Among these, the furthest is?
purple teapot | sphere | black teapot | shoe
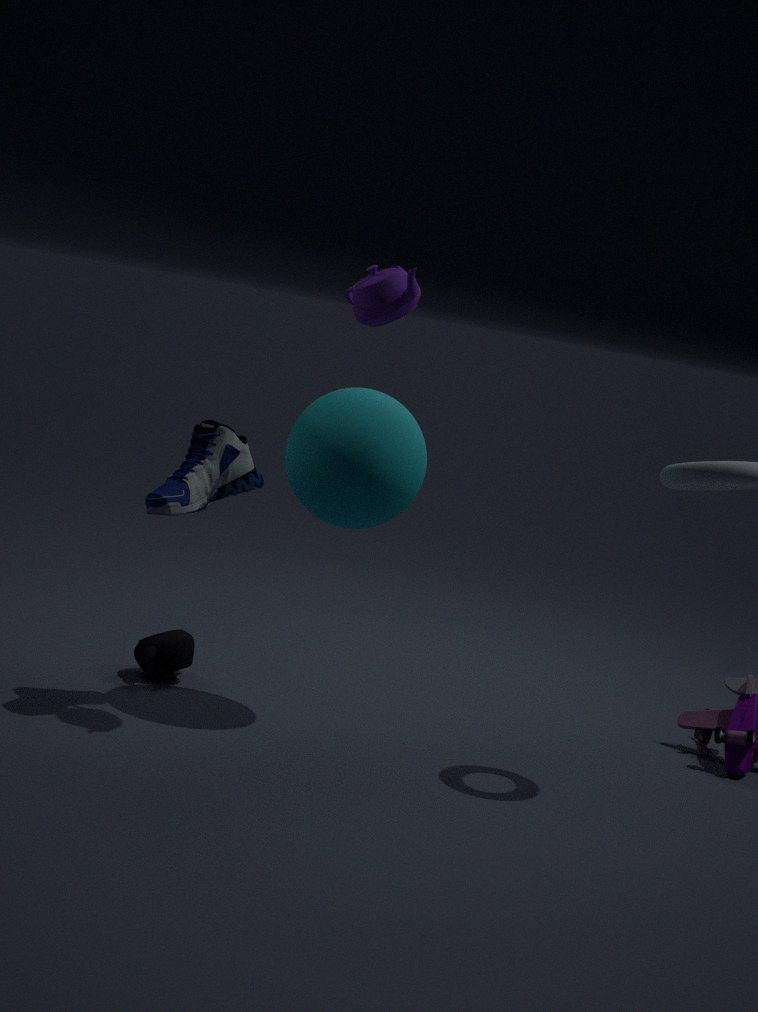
black teapot
